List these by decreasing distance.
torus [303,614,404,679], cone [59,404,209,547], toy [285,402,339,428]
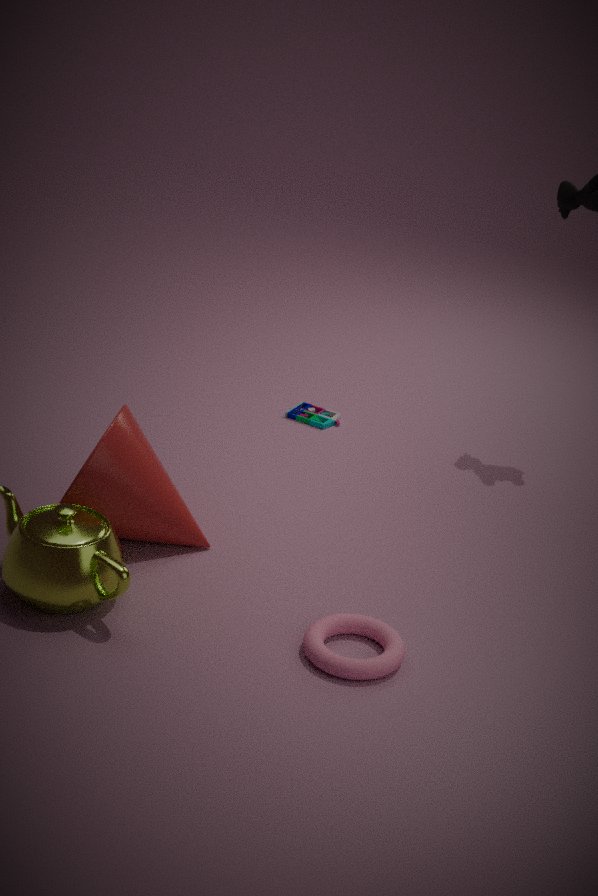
toy [285,402,339,428], cone [59,404,209,547], torus [303,614,404,679]
